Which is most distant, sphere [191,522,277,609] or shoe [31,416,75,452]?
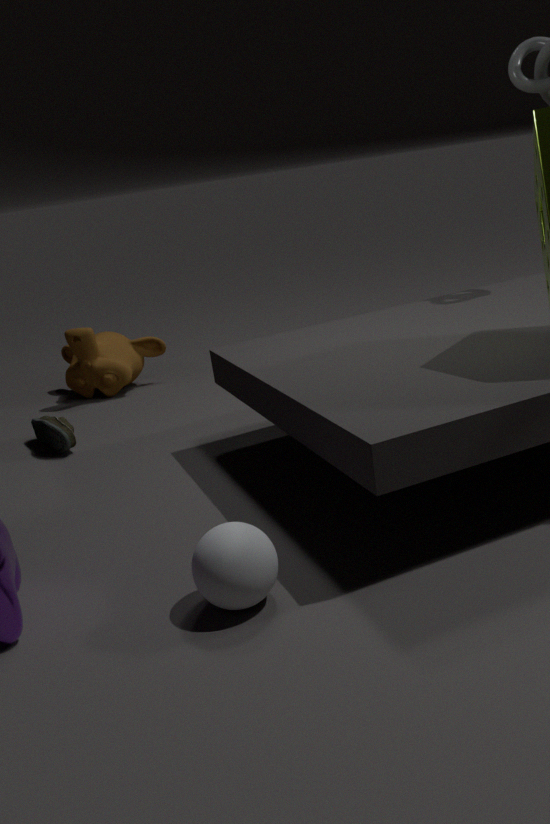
shoe [31,416,75,452]
